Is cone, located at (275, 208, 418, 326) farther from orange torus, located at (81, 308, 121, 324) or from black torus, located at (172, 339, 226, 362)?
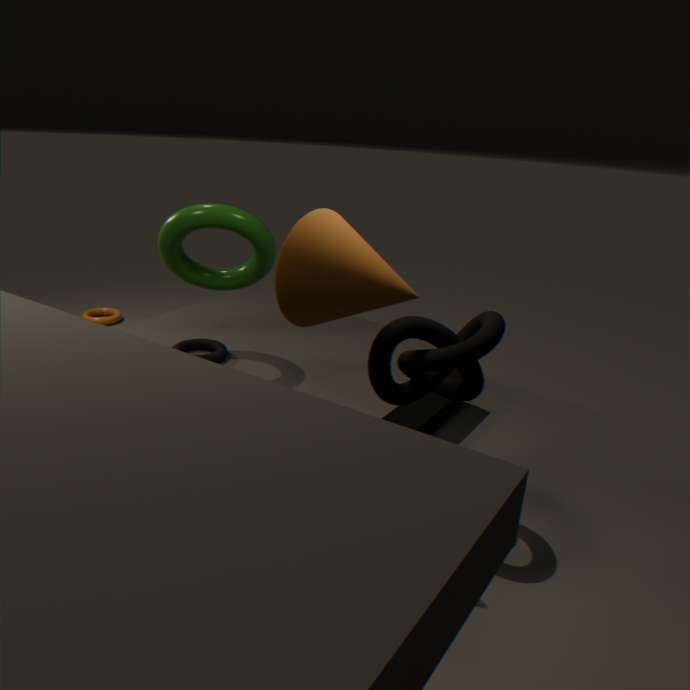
orange torus, located at (81, 308, 121, 324)
